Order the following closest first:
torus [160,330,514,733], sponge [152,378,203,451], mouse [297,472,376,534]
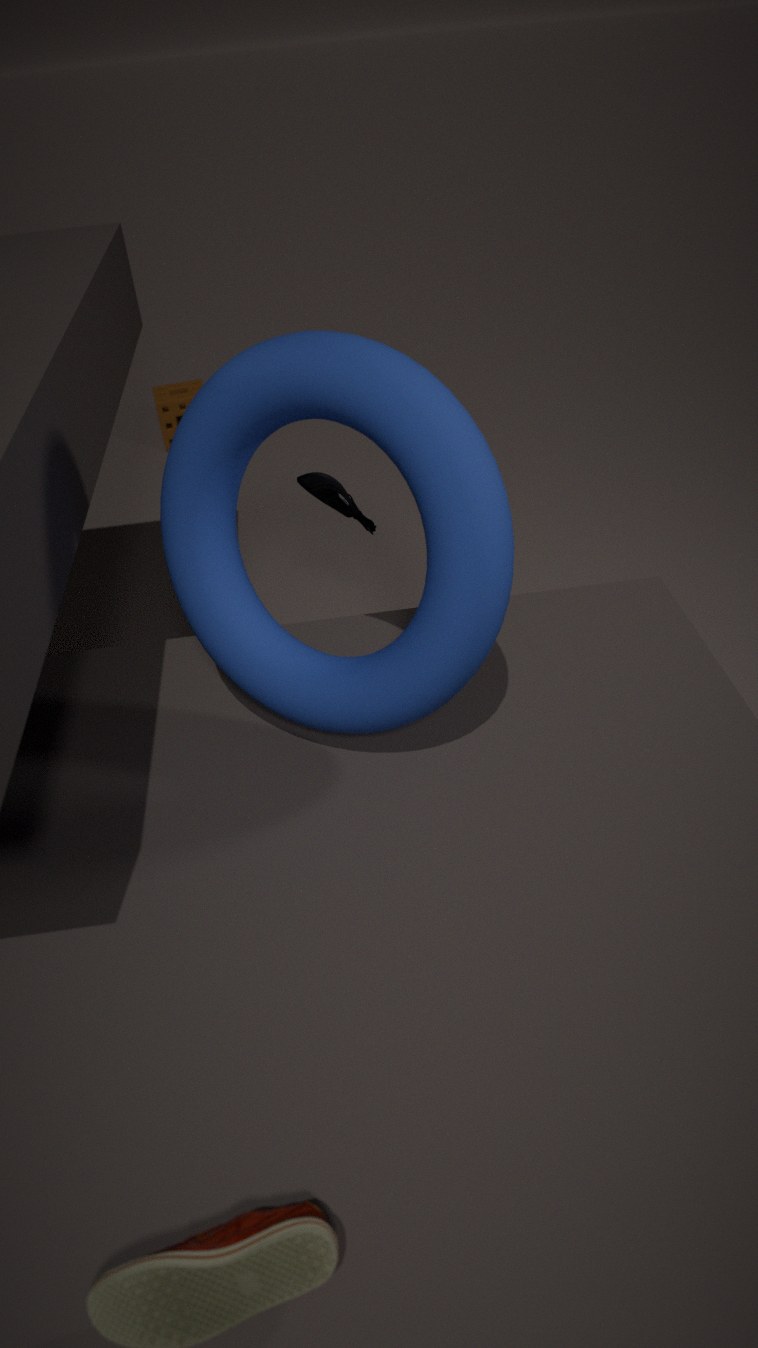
torus [160,330,514,733]
mouse [297,472,376,534]
sponge [152,378,203,451]
